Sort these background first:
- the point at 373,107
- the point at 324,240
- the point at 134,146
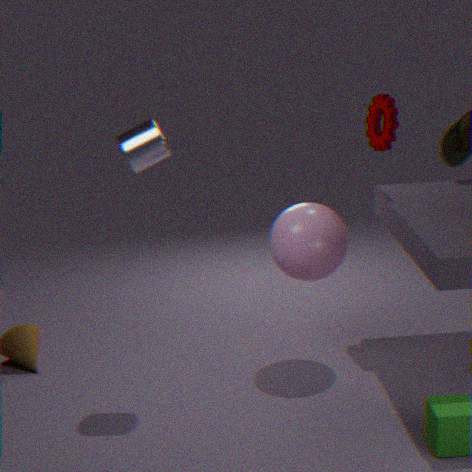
the point at 373,107 < the point at 324,240 < the point at 134,146
